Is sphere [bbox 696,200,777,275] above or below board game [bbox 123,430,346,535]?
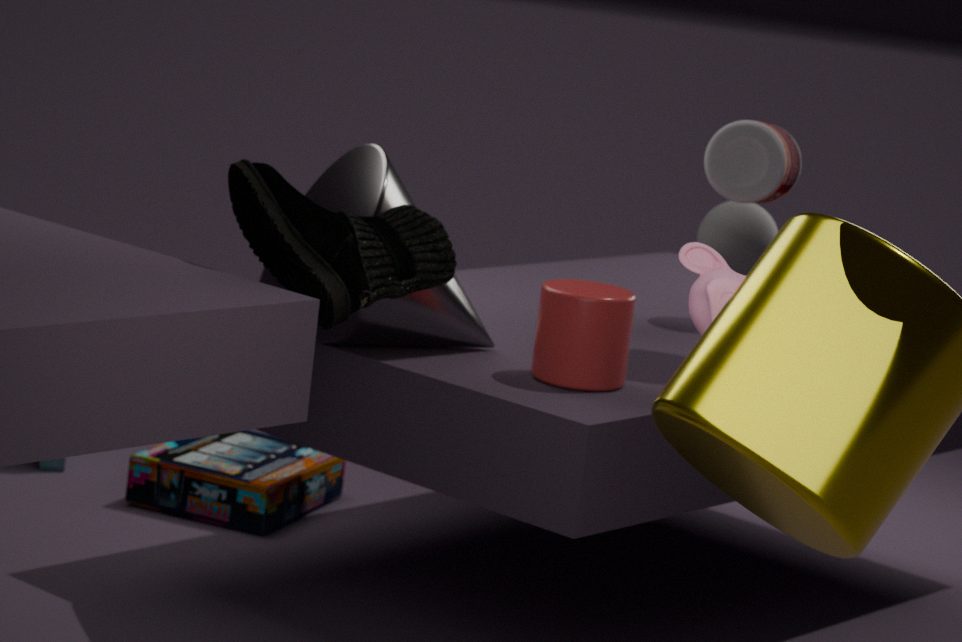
above
